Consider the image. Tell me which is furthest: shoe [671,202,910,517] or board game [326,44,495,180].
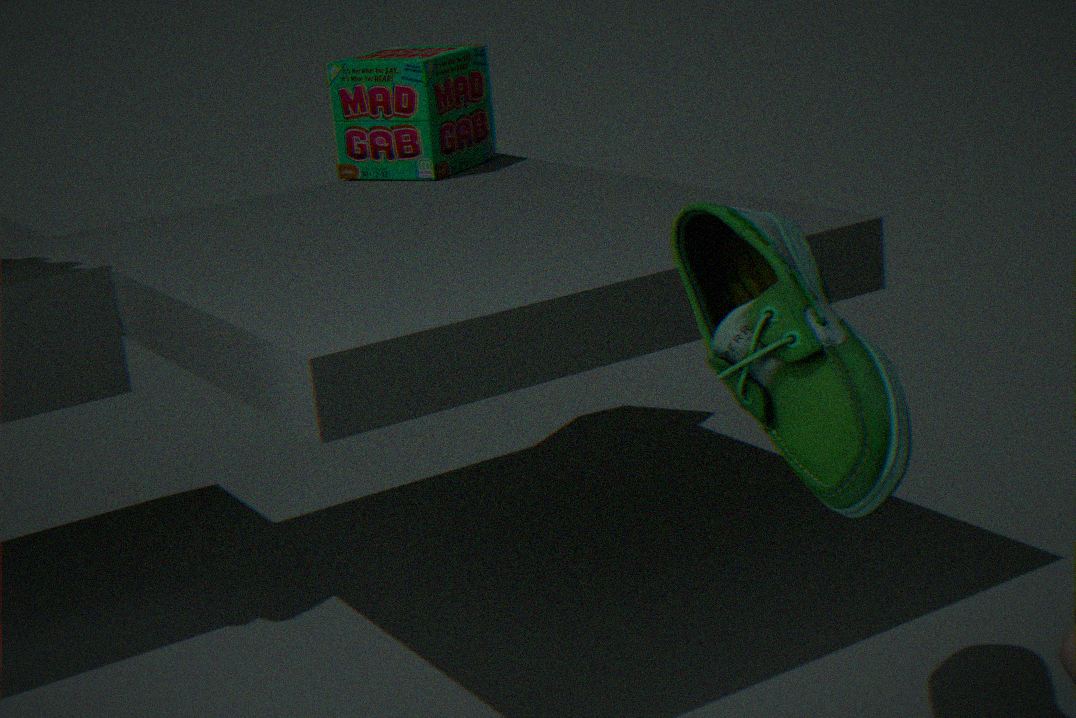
board game [326,44,495,180]
